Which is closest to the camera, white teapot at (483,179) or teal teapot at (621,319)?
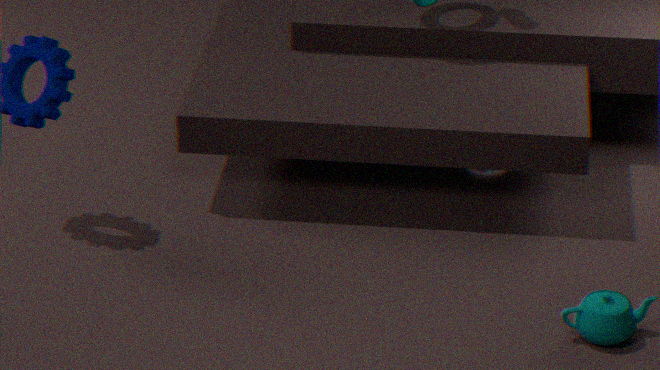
teal teapot at (621,319)
